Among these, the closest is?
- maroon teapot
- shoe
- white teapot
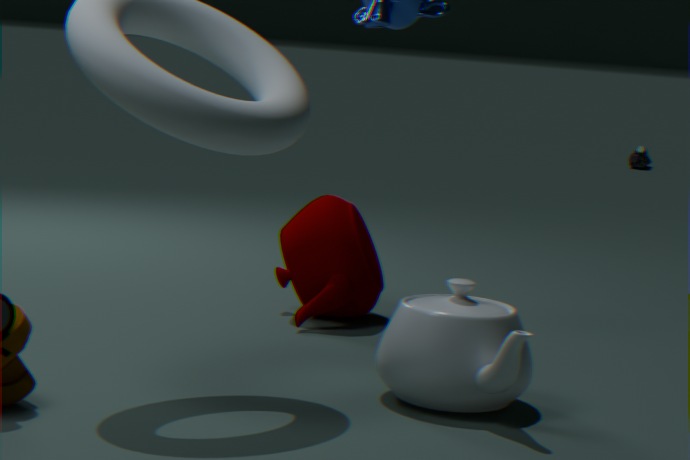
white teapot
